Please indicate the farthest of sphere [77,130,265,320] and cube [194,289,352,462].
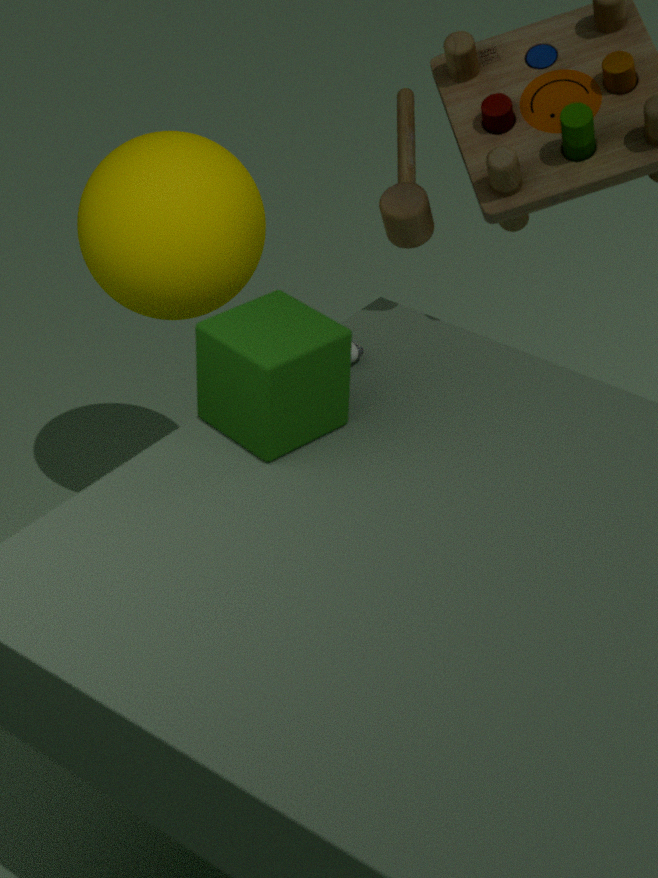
sphere [77,130,265,320]
